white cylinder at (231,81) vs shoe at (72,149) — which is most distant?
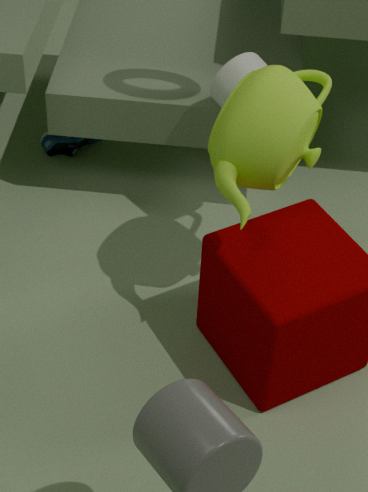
shoe at (72,149)
